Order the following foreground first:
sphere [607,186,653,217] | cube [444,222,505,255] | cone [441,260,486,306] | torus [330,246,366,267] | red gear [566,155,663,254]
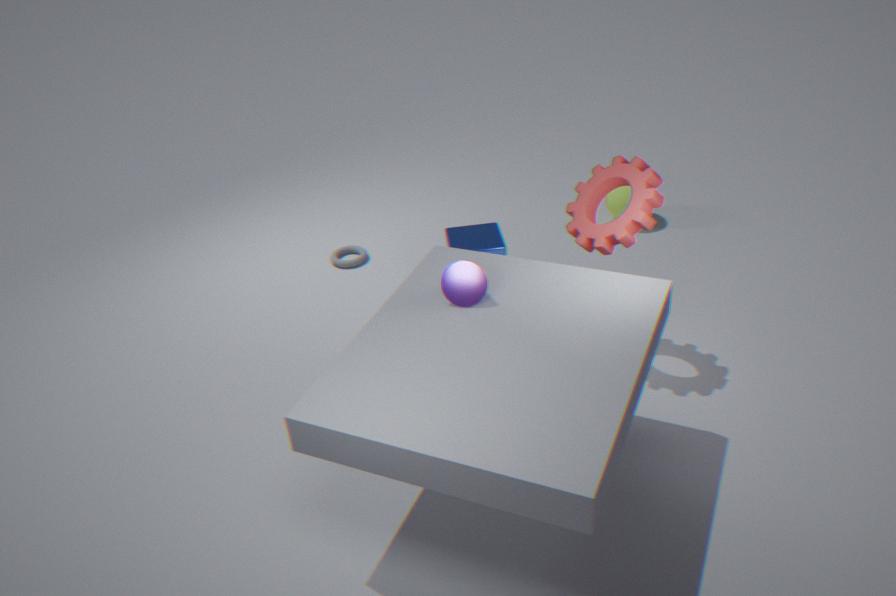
cone [441,260,486,306] < red gear [566,155,663,254] < cube [444,222,505,255] < torus [330,246,366,267] < sphere [607,186,653,217]
